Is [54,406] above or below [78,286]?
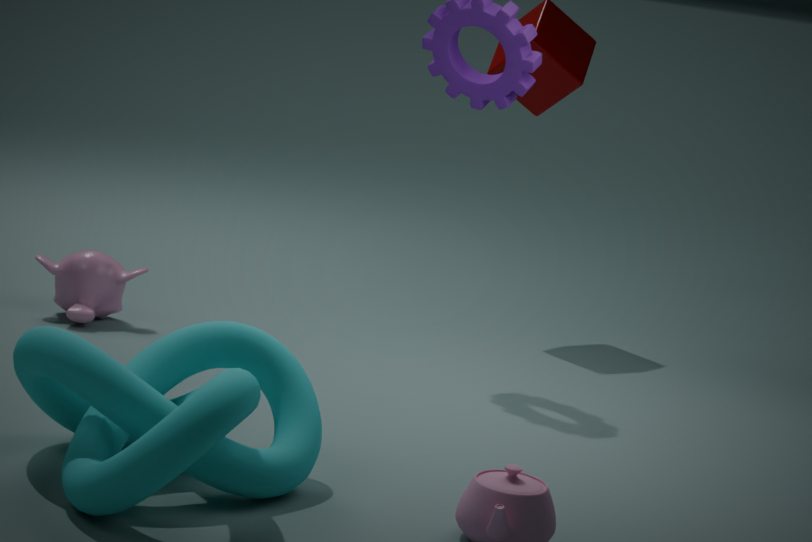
above
